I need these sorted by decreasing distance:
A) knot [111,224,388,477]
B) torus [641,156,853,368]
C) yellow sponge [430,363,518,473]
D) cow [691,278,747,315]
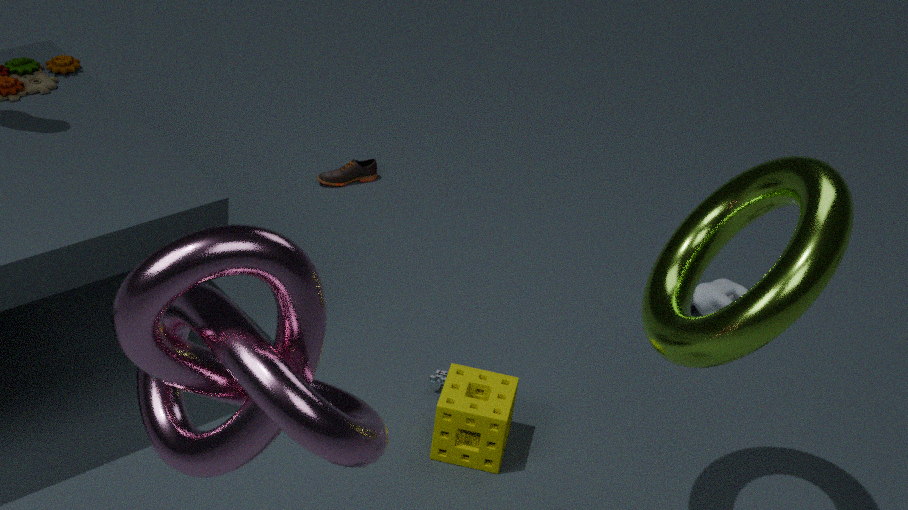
cow [691,278,747,315]
yellow sponge [430,363,518,473]
torus [641,156,853,368]
knot [111,224,388,477]
